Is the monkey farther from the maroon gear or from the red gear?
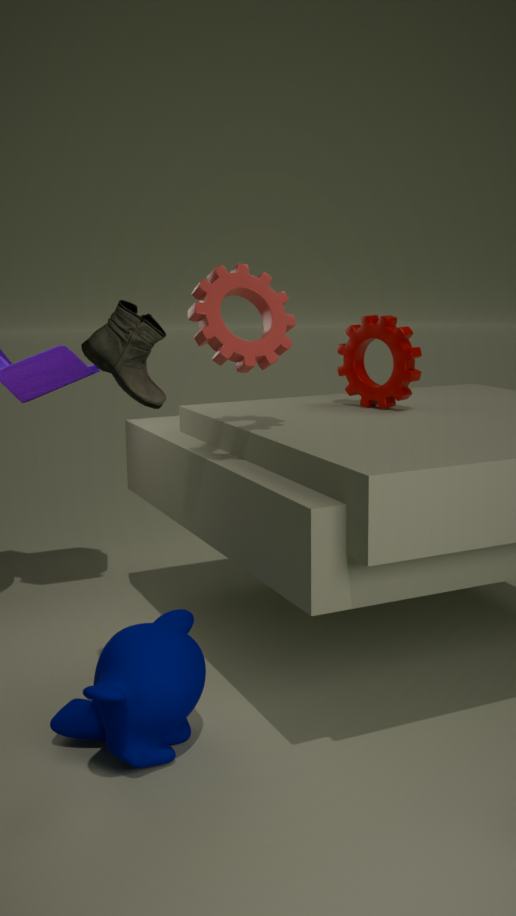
the maroon gear
